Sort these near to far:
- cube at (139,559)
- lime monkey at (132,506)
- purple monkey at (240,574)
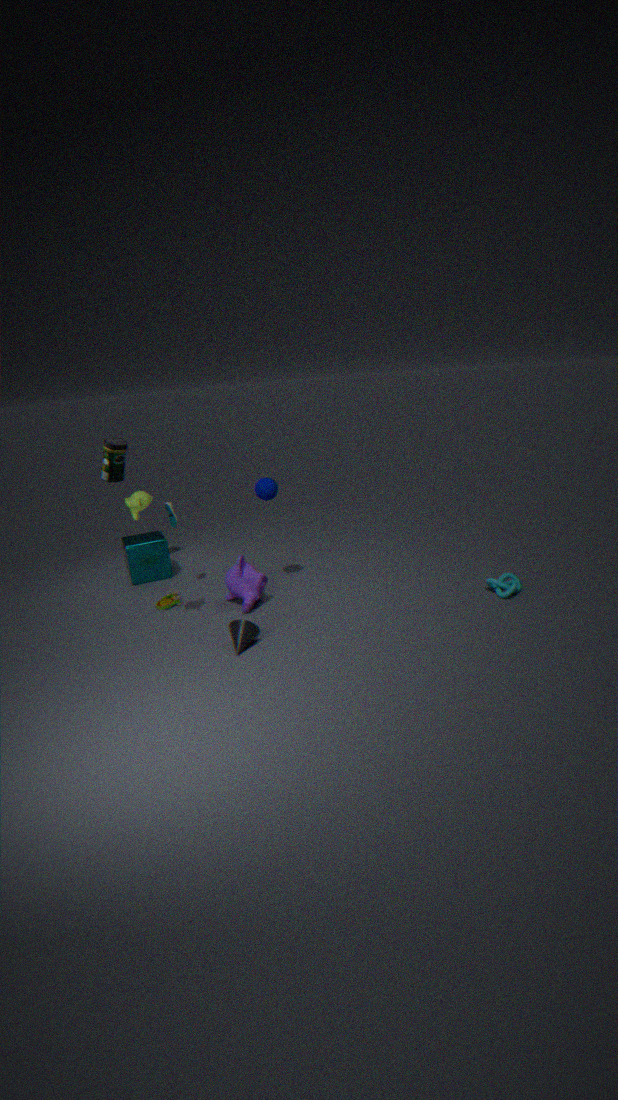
1. lime monkey at (132,506)
2. purple monkey at (240,574)
3. cube at (139,559)
